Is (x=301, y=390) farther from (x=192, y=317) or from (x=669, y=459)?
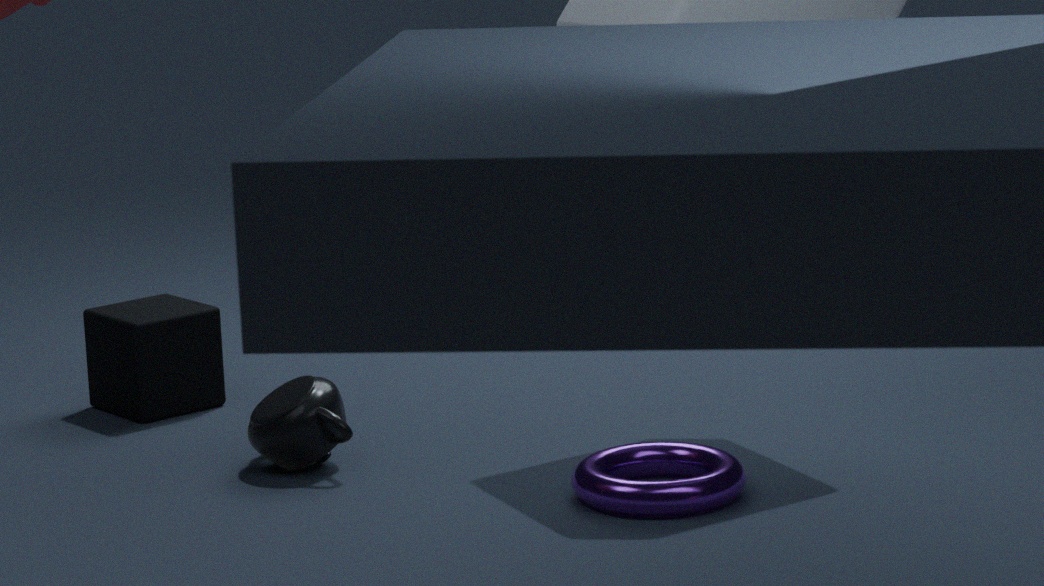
(x=669, y=459)
